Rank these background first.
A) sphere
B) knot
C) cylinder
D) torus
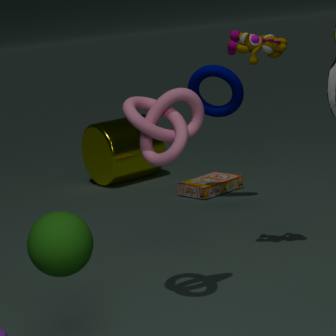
cylinder < torus < knot < sphere
